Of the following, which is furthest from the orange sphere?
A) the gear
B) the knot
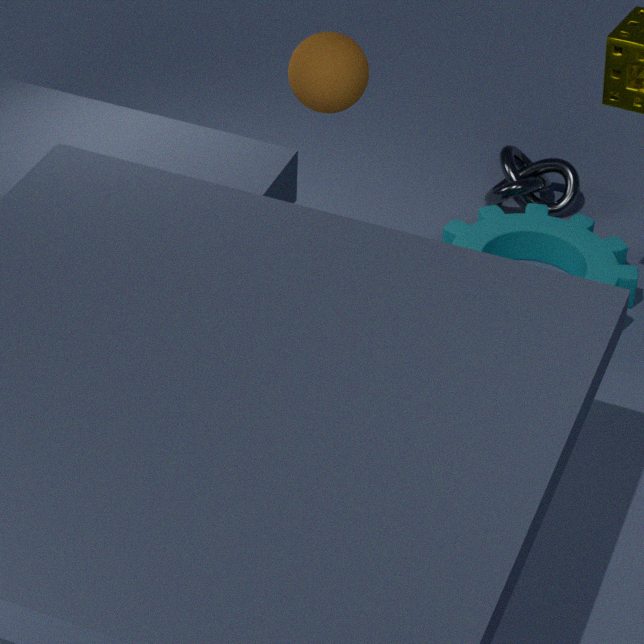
the knot
